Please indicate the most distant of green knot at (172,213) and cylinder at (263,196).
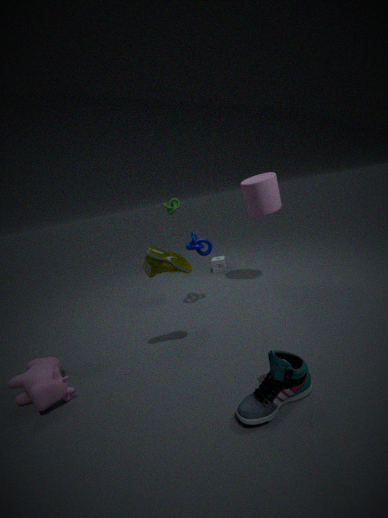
green knot at (172,213)
